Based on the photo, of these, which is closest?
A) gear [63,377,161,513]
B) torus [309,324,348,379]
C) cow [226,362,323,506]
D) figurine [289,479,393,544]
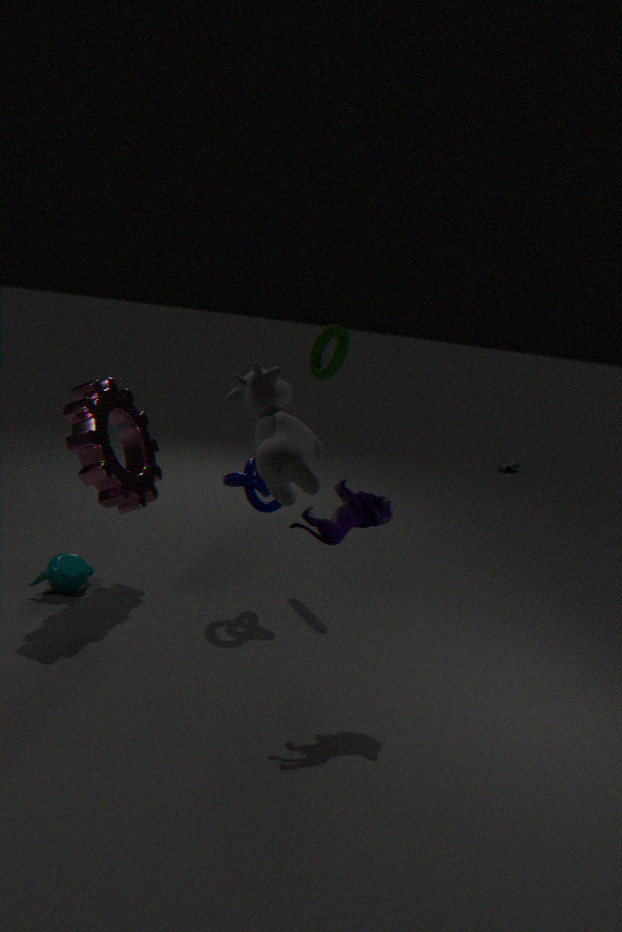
cow [226,362,323,506]
